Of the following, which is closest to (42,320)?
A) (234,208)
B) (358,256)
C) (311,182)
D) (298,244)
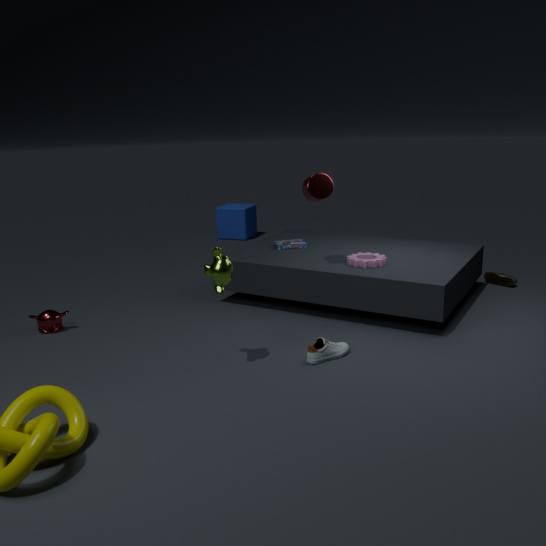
(298,244)
